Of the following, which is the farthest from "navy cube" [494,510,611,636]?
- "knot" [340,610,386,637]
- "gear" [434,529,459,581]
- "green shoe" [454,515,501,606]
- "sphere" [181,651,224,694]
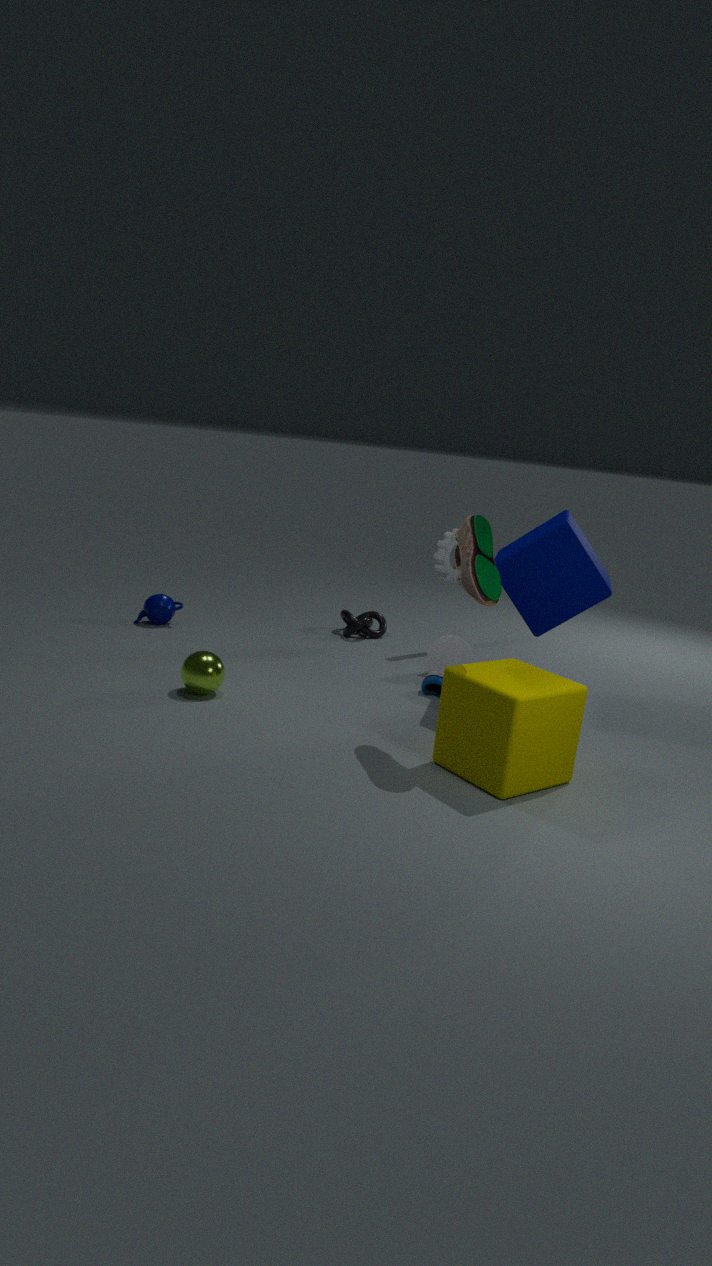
"sphere" [181,651,224,694]
